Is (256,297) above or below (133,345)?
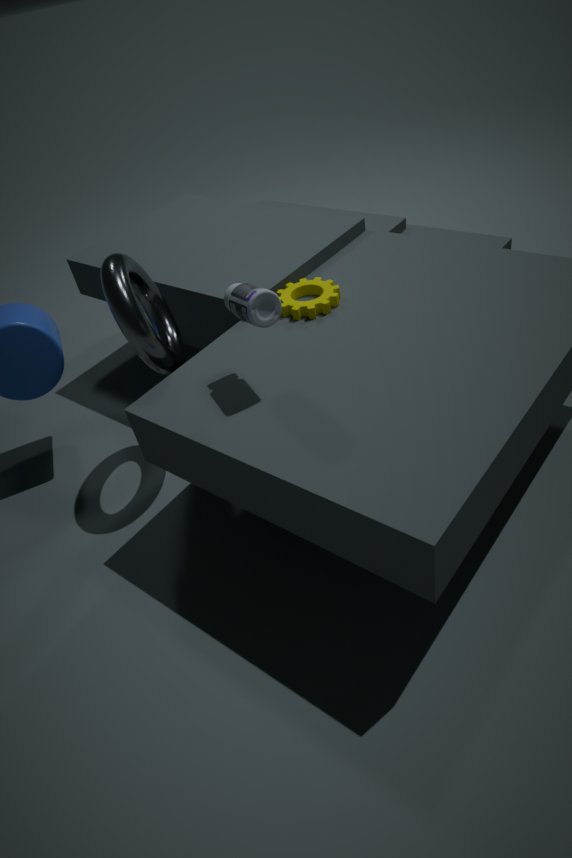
above
